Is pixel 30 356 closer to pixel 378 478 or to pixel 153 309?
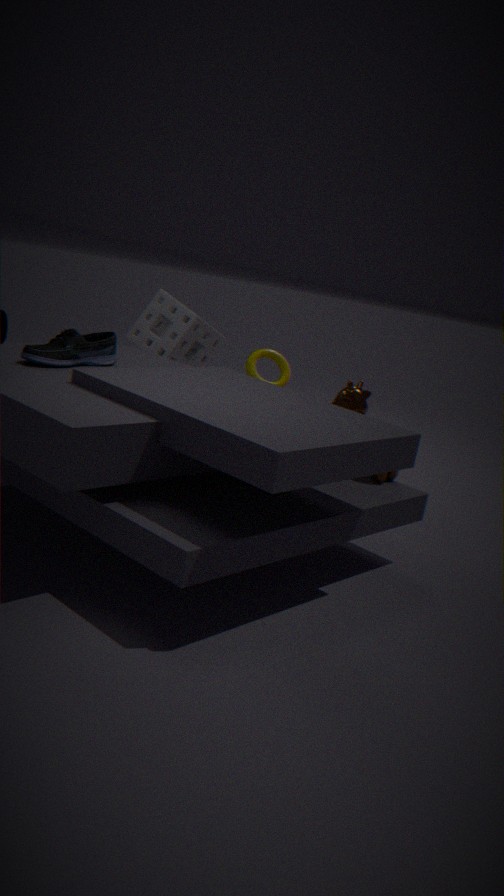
pixel 153 309
